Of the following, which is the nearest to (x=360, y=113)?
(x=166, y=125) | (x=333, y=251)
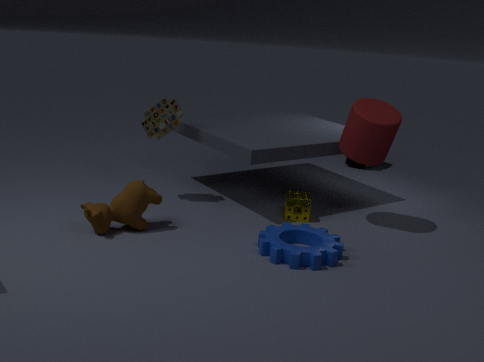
(x=333, y=251)
